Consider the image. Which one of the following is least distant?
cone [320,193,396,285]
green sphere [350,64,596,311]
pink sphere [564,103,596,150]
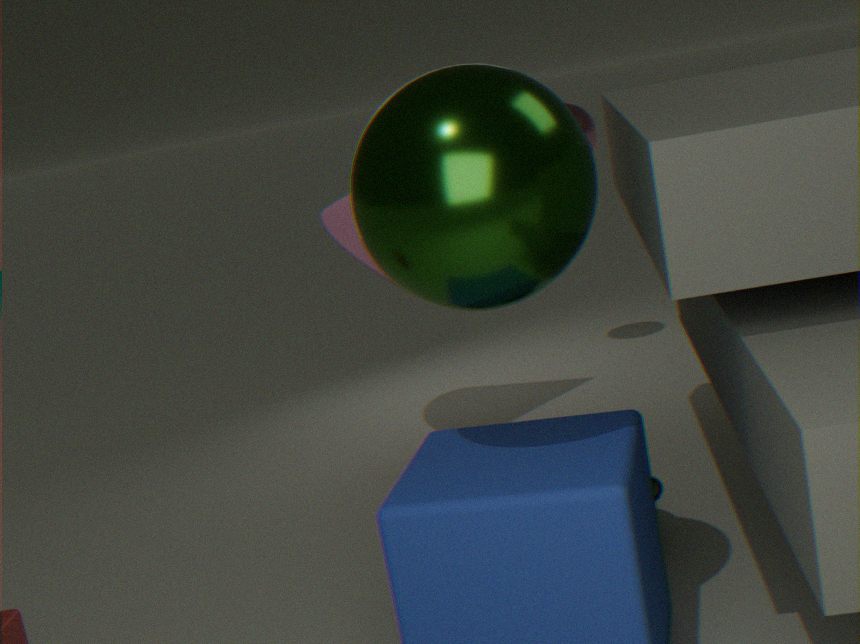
green sphere [350,64,596,311]
